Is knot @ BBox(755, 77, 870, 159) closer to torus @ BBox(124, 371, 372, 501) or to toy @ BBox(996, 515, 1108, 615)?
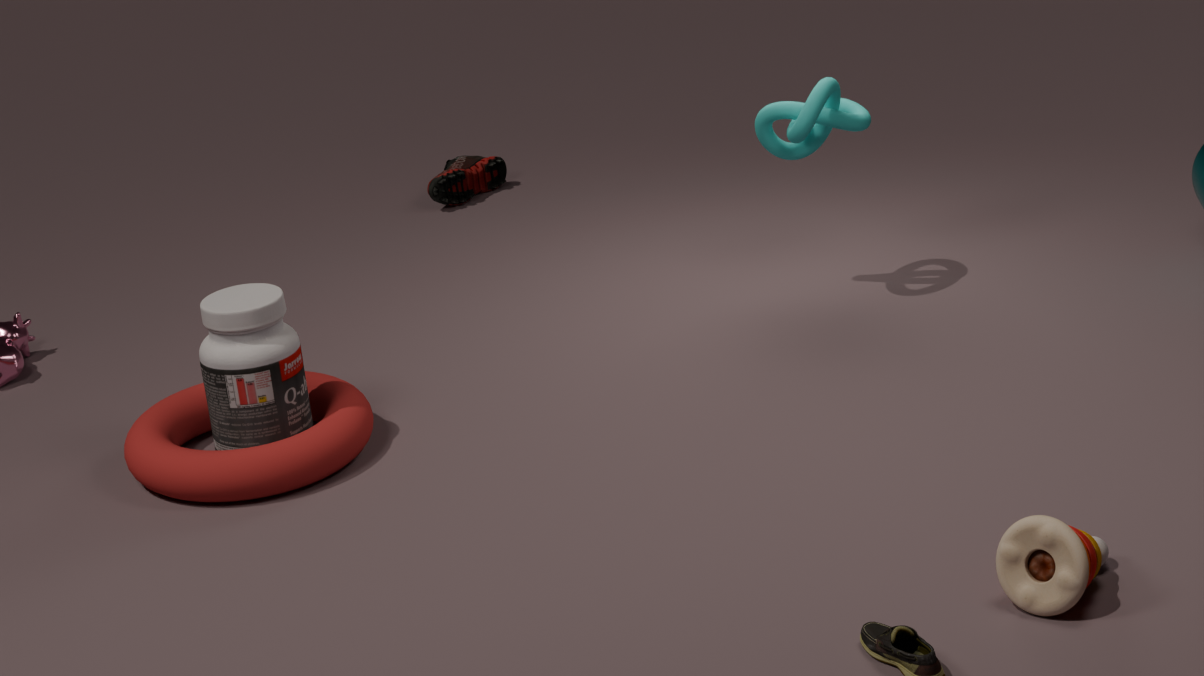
torus @ BBox(124, 371, 372, 501)
